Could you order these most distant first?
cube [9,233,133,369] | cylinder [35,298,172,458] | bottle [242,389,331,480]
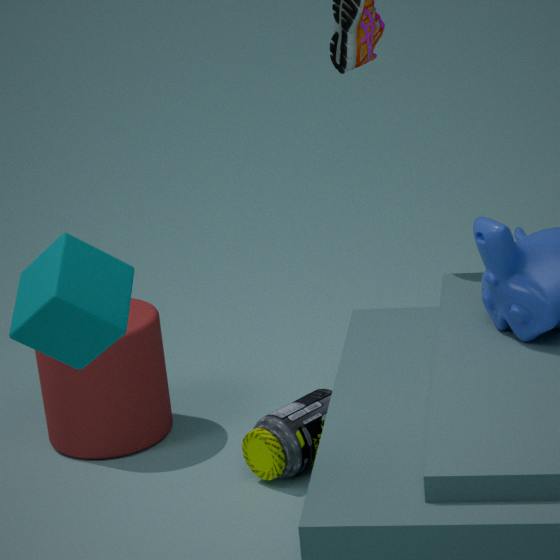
cylinder [35,298,172,458]
bottle [242,389,331,480]
cube [9,233,133,369]
